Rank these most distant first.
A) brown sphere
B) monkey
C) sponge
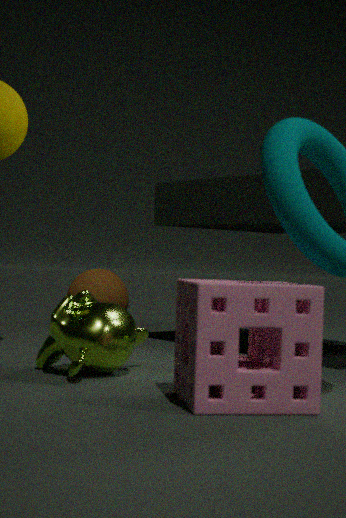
brown sphere, monkey, sponge
